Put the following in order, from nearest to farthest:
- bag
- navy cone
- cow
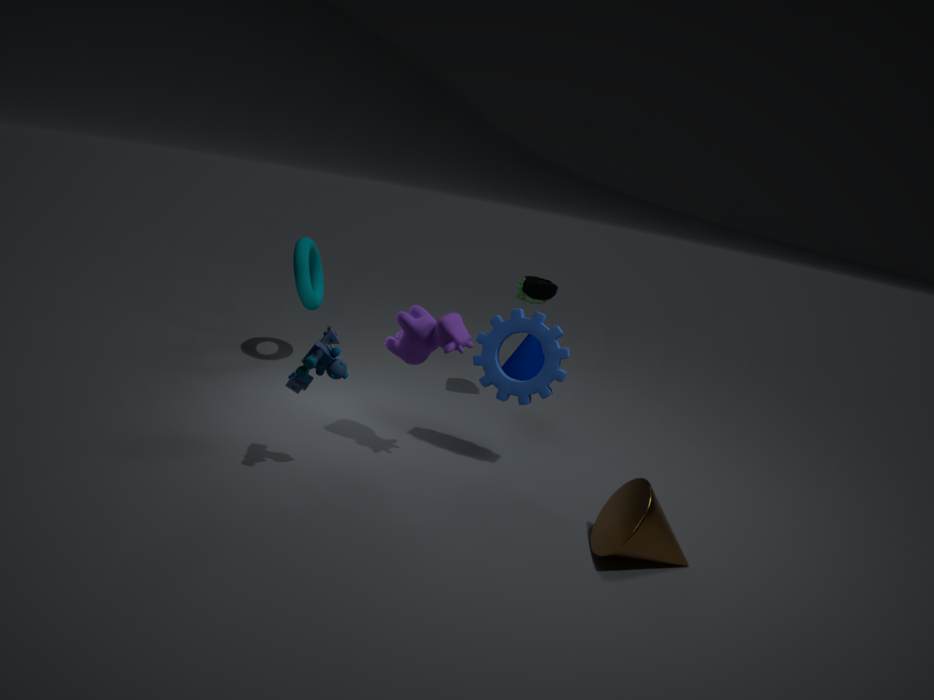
cow
bag
navy cone
